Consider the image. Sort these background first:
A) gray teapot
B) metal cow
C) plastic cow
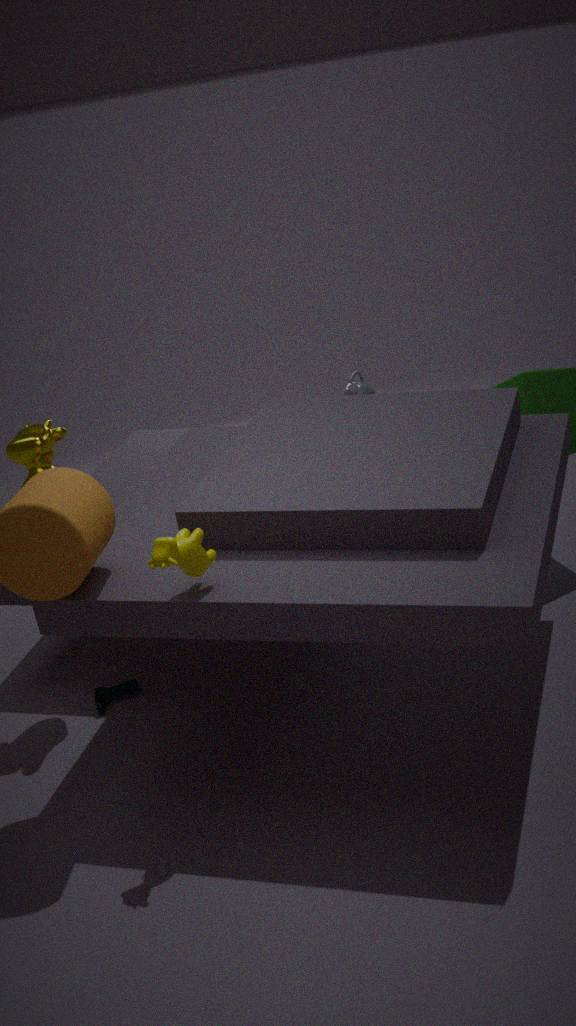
gray teapot, metal cow, plastic cow
